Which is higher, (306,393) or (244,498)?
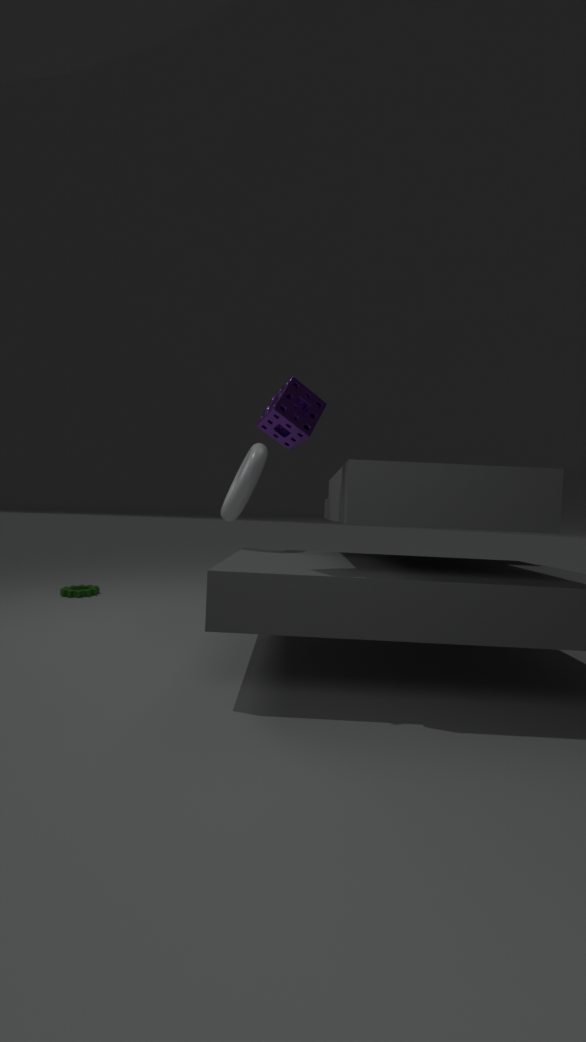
(306,393)
